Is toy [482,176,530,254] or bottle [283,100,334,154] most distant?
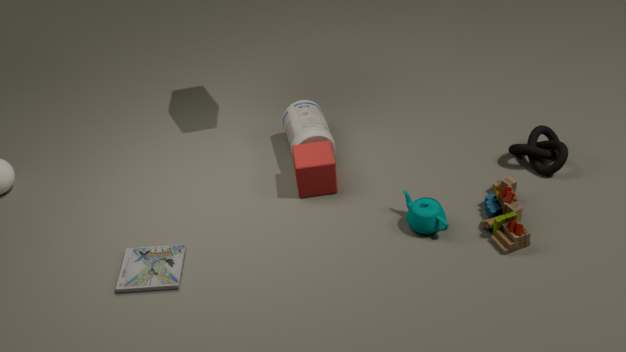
bottle [283,100,334,154]
